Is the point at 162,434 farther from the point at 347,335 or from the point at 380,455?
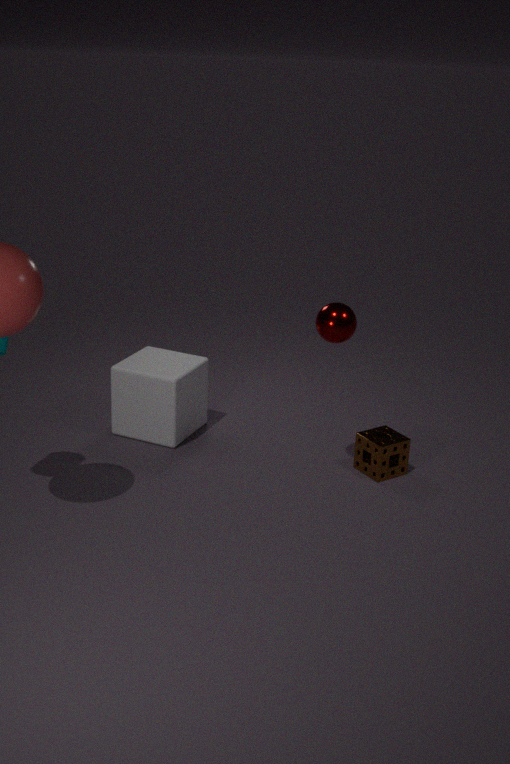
the point at 380,455
